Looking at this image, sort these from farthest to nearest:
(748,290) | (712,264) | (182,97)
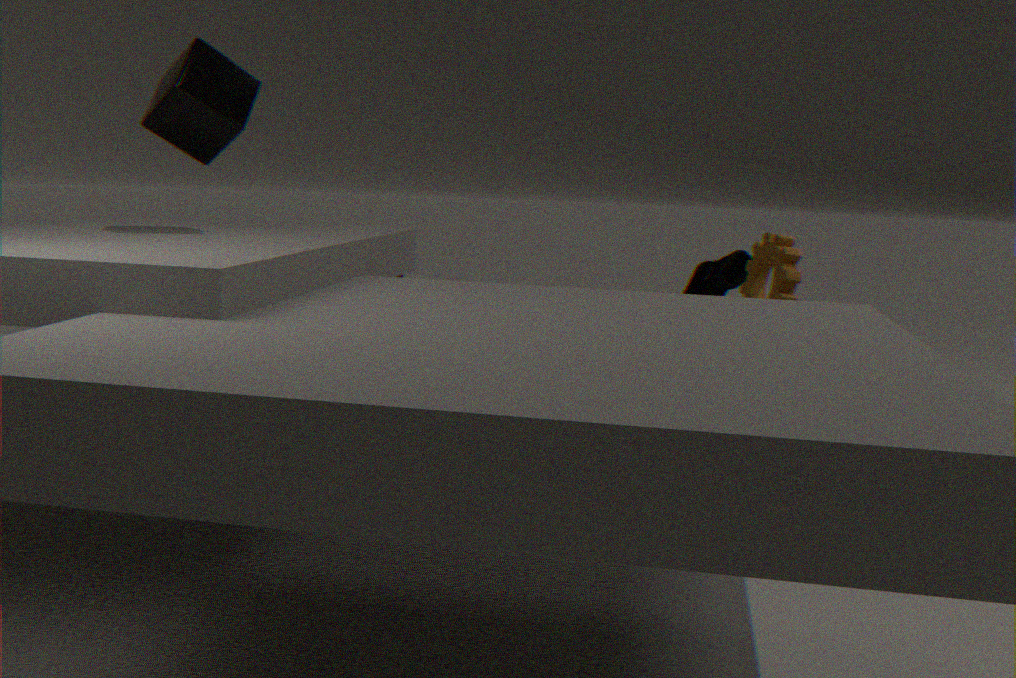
1. (712,264)
2. (748,290)
3. (182,97)
